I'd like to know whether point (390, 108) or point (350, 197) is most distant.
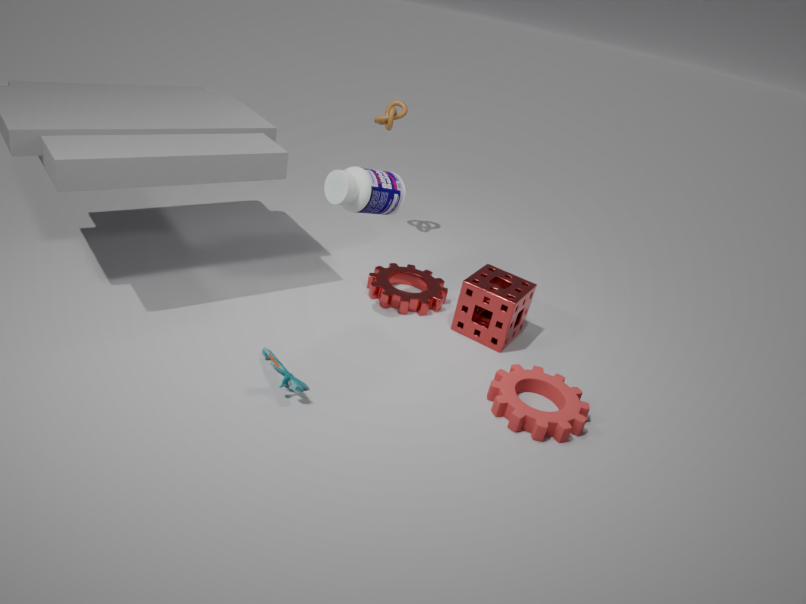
point (390, 108)
